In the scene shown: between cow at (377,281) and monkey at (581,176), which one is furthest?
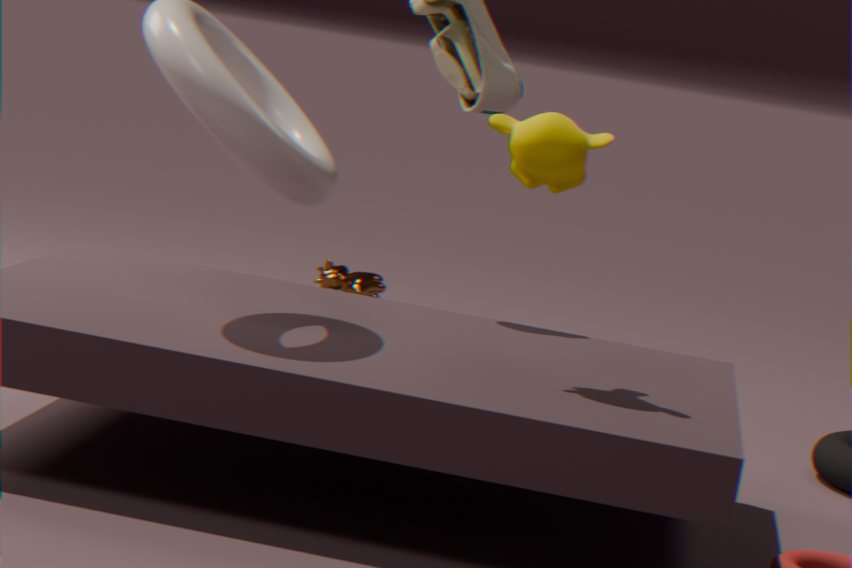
cow at (377,281)
